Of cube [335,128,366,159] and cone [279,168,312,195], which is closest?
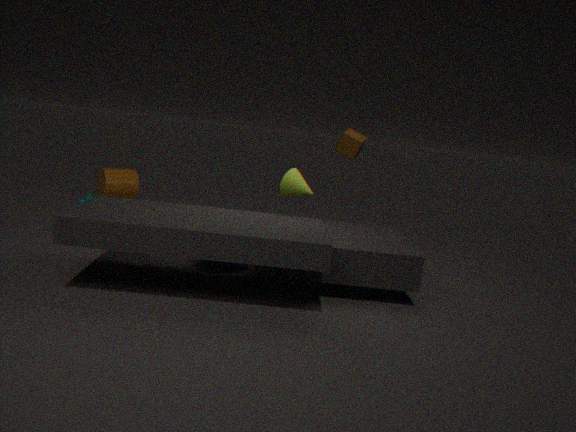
cone [279,168,312,195]
